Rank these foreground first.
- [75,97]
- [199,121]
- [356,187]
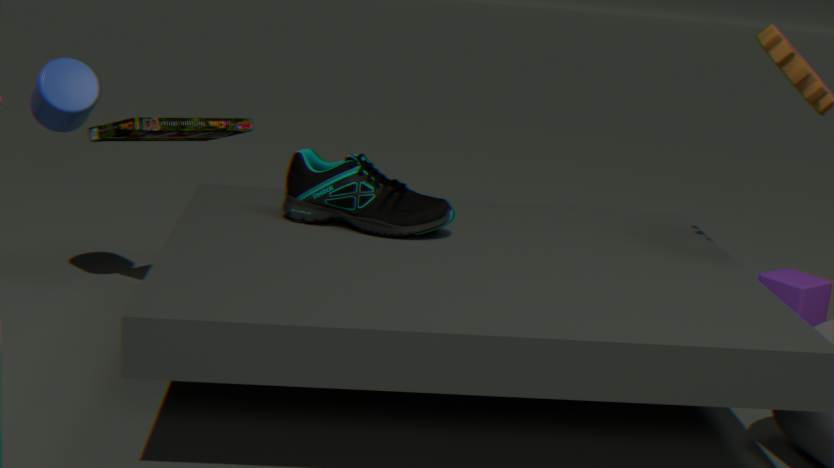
[356,187], [75,97], [199,121]
